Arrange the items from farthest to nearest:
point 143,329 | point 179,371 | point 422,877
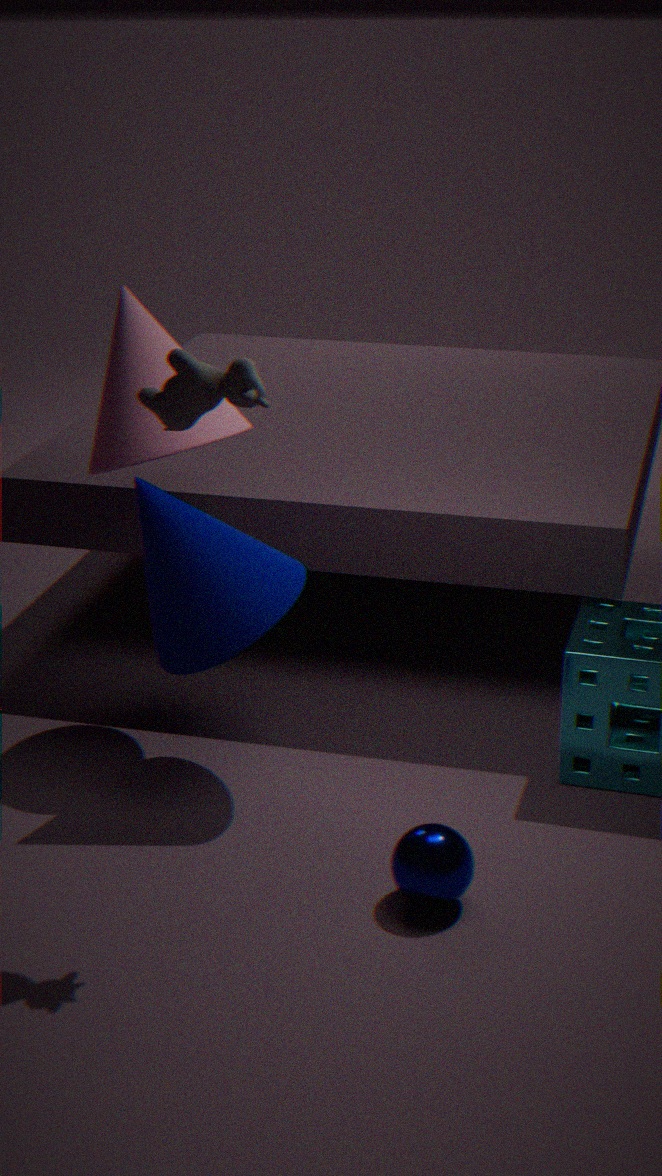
point 143,329 < point 422,877 < point 179,371
